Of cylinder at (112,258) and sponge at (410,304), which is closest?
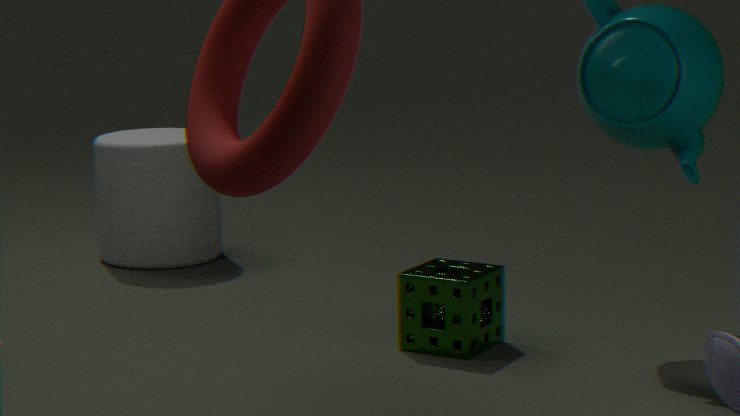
sponge at (410,304)
